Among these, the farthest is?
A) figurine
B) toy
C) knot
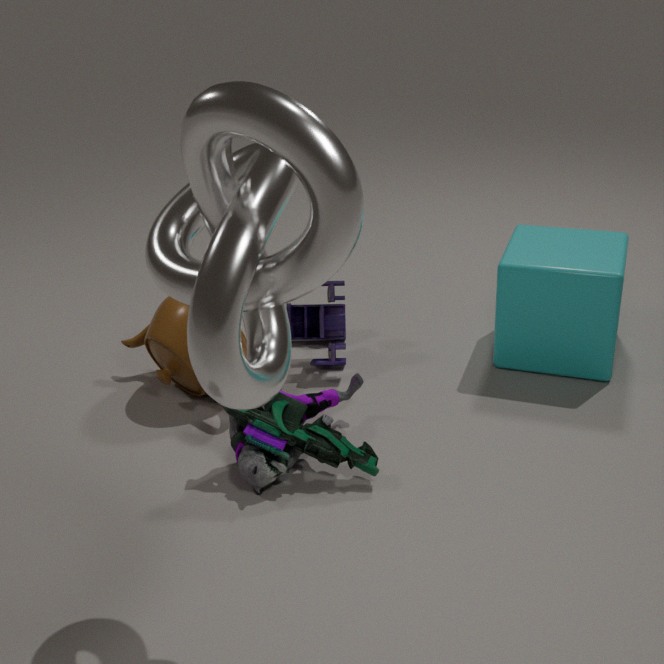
B. toy
